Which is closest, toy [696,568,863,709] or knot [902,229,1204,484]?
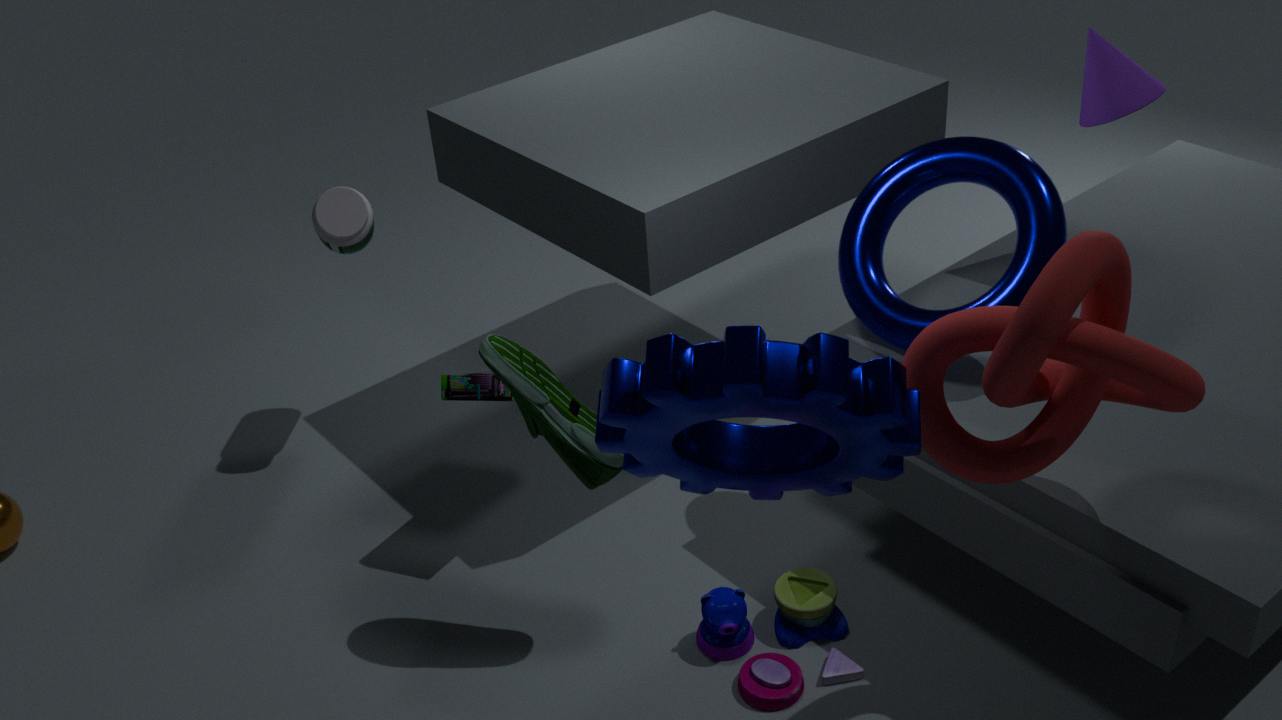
knot [902,229,1204,484]
